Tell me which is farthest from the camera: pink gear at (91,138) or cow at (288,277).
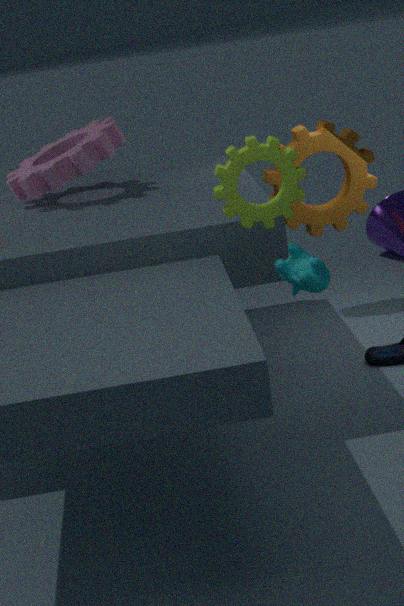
pink gear at (91,138)
